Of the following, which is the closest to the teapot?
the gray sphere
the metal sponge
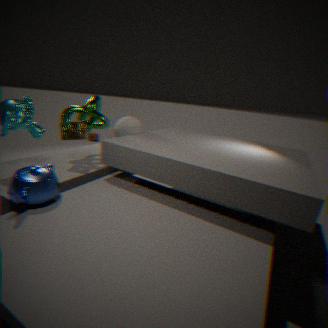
the metal sponge
